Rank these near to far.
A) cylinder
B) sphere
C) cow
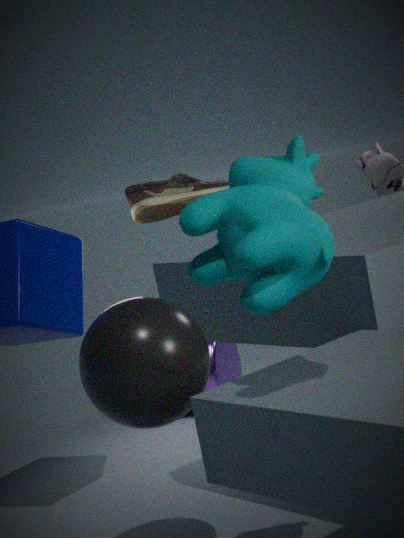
cow, sphere, cylinder
